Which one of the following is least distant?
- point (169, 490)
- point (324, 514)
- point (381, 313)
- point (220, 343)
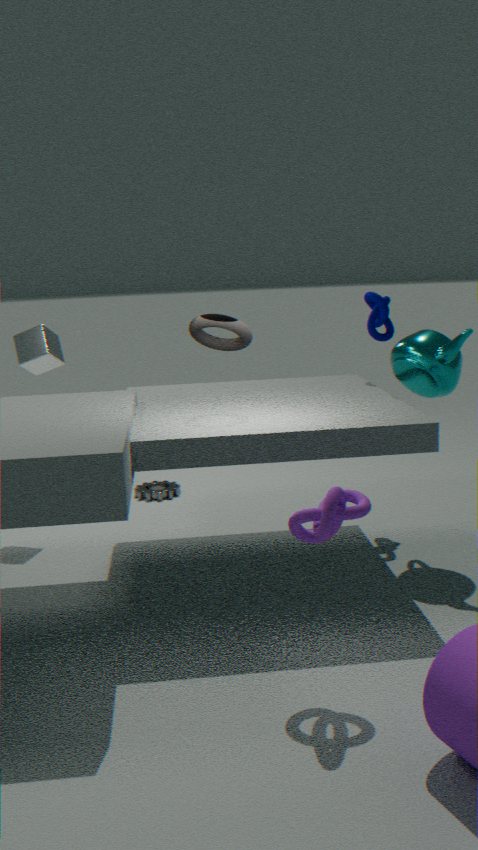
point (324, 514)
